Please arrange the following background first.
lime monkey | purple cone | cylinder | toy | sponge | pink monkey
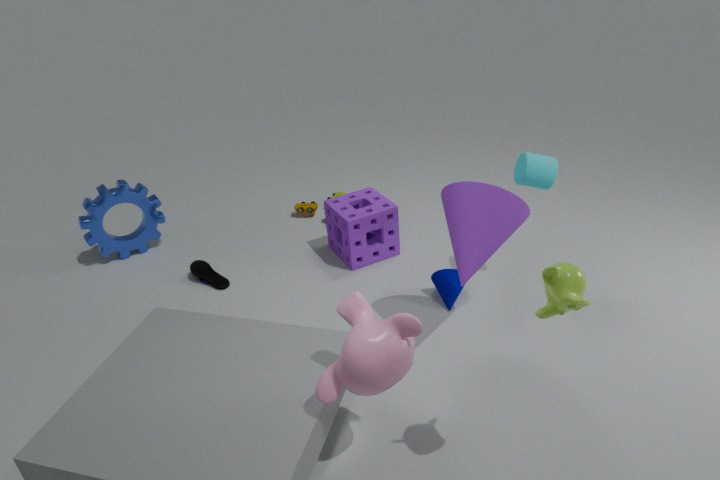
toy < sponge < cylinder < purple cone < pink monkey < lime monkey
